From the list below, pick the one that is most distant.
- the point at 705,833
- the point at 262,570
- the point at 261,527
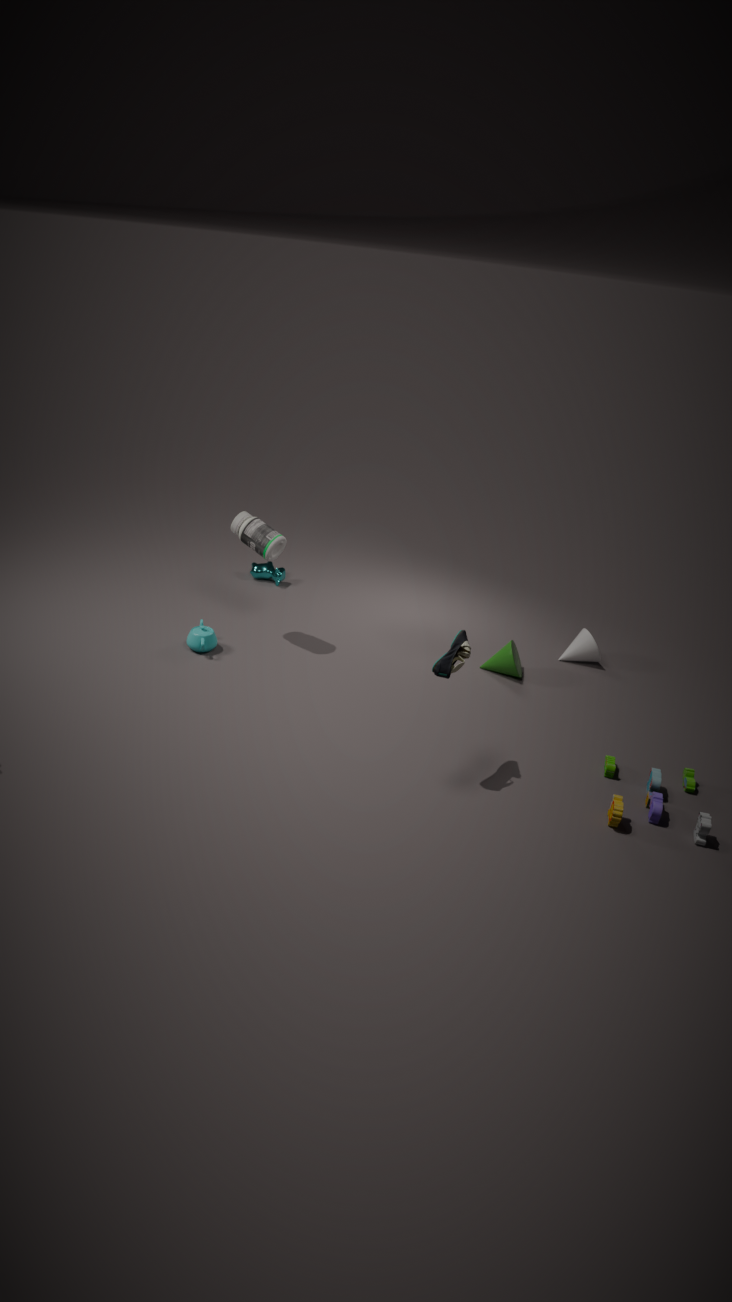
the point at 262,570
